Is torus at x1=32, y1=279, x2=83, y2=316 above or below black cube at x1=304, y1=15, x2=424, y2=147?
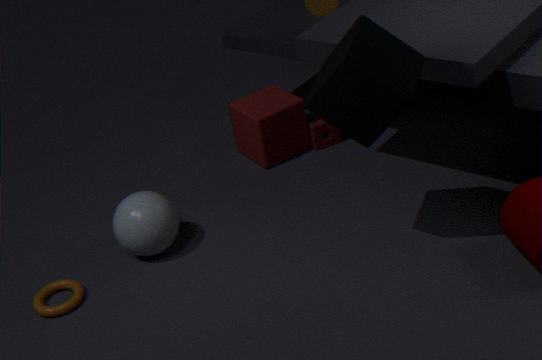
below
